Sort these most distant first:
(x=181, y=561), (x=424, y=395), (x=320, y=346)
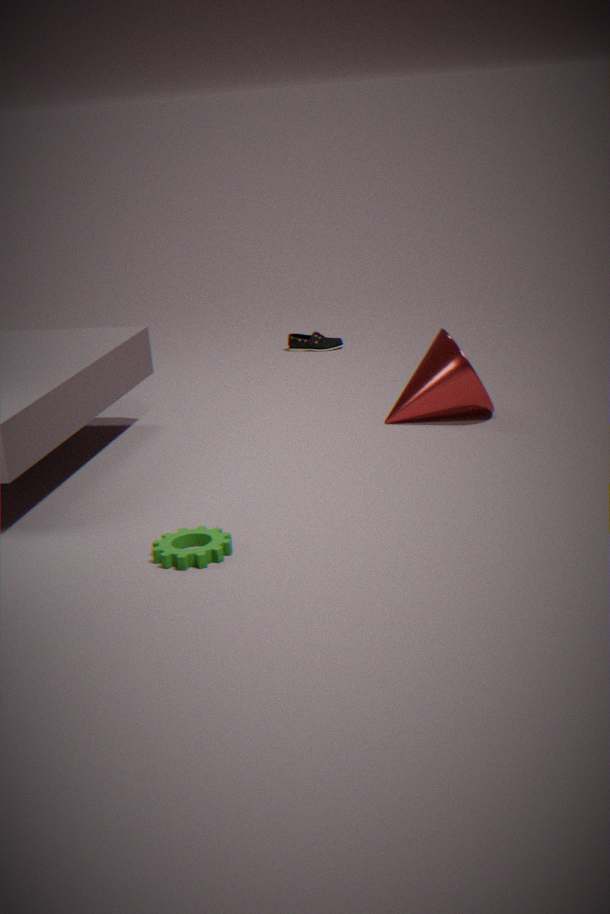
(x=320, y=346) < (x=424, y=395) < (x=181, y=561)
